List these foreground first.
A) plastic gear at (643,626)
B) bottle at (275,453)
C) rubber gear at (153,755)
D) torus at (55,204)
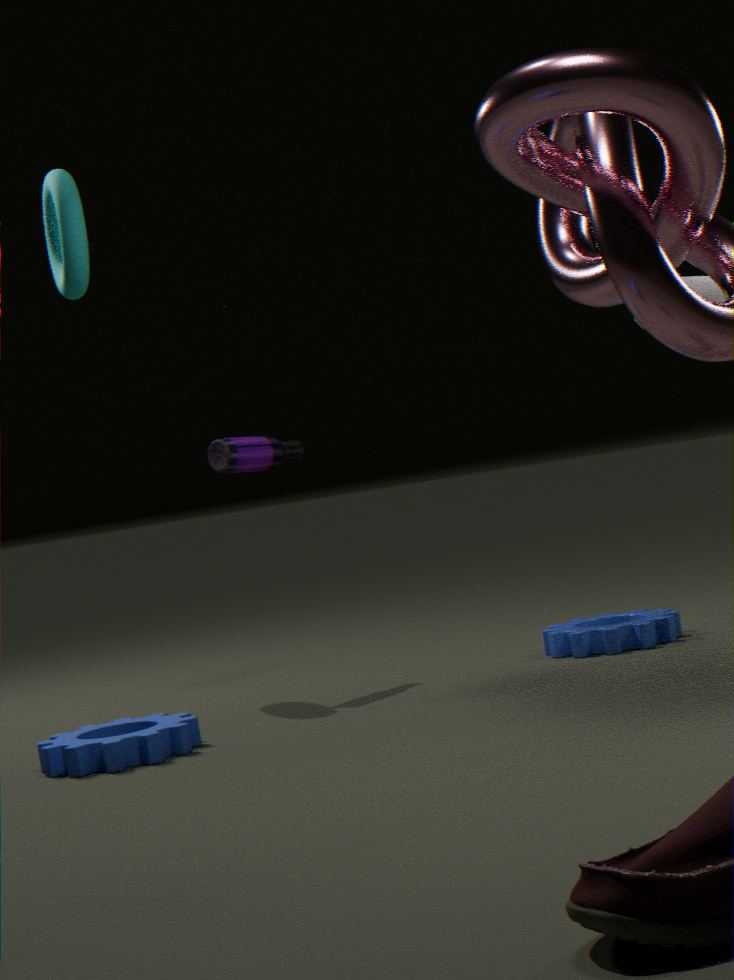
rubber gear at (153,755) → plastic gear at (643,626) → bottle at (275,453) → torus at (55,204)
